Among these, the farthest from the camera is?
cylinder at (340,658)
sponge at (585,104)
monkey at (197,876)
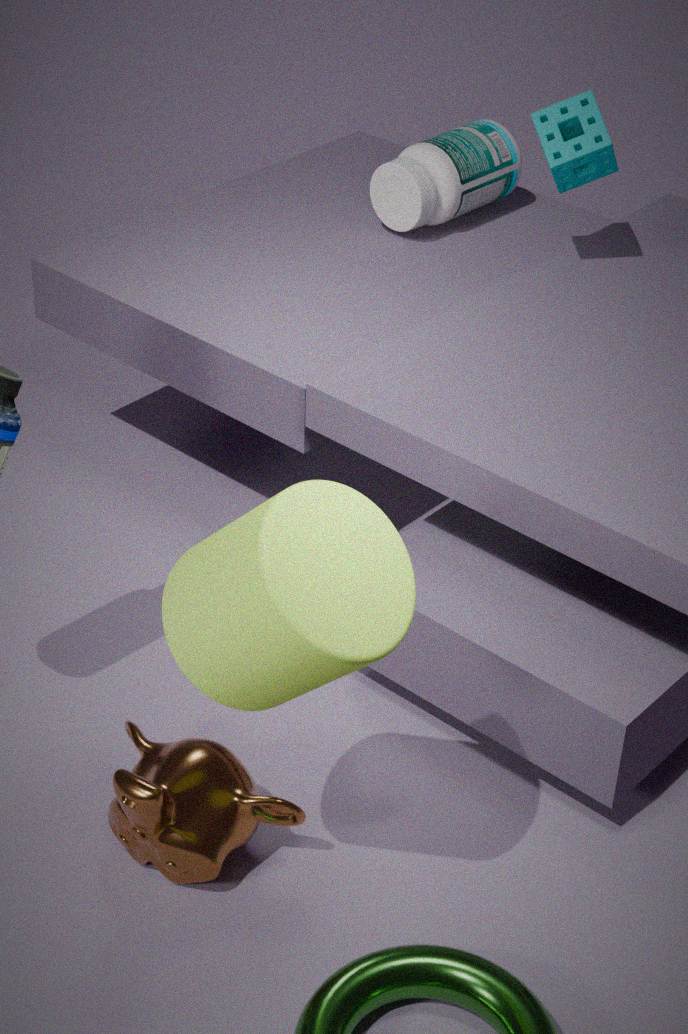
sponge at (585,104)
